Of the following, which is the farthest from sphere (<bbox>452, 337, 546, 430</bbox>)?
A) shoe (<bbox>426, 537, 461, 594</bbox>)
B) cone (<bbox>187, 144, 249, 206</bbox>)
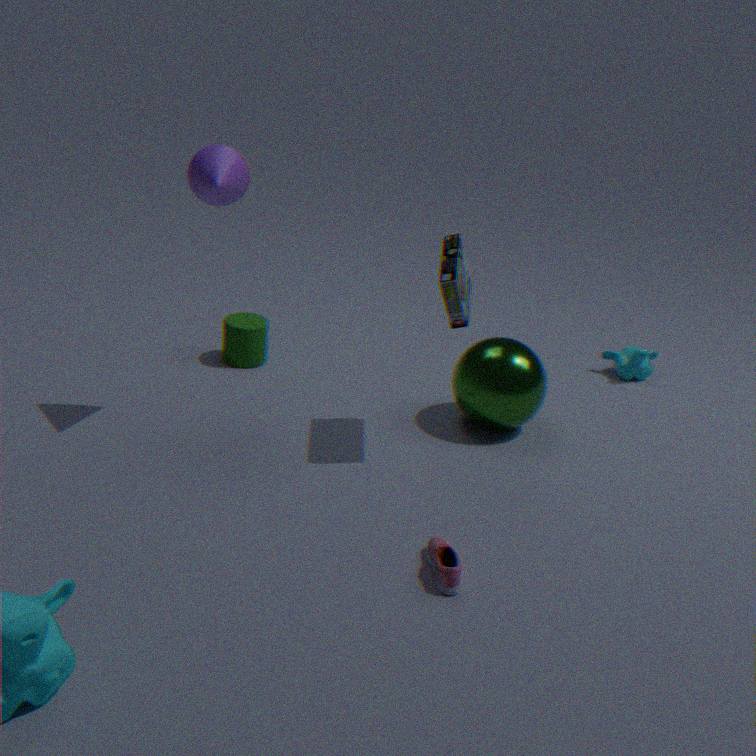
cone (<bbox>187, 144, 249, 206</bbox>)
